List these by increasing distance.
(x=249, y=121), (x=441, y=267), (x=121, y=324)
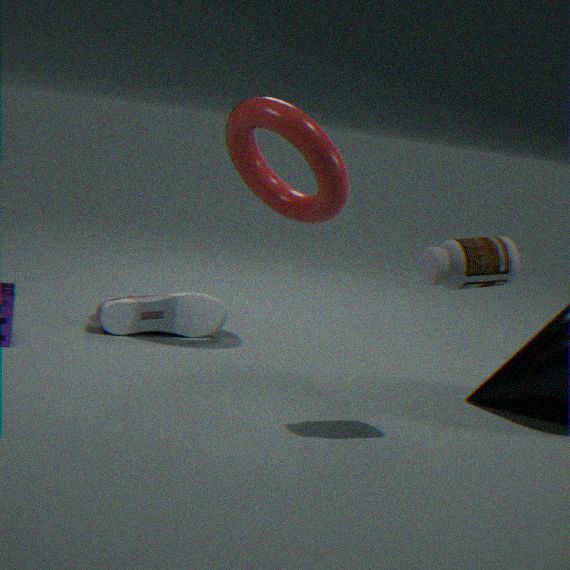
1. (x=441, y=267)
2. (x=249, y=121)
3. (x=121, y=324)
